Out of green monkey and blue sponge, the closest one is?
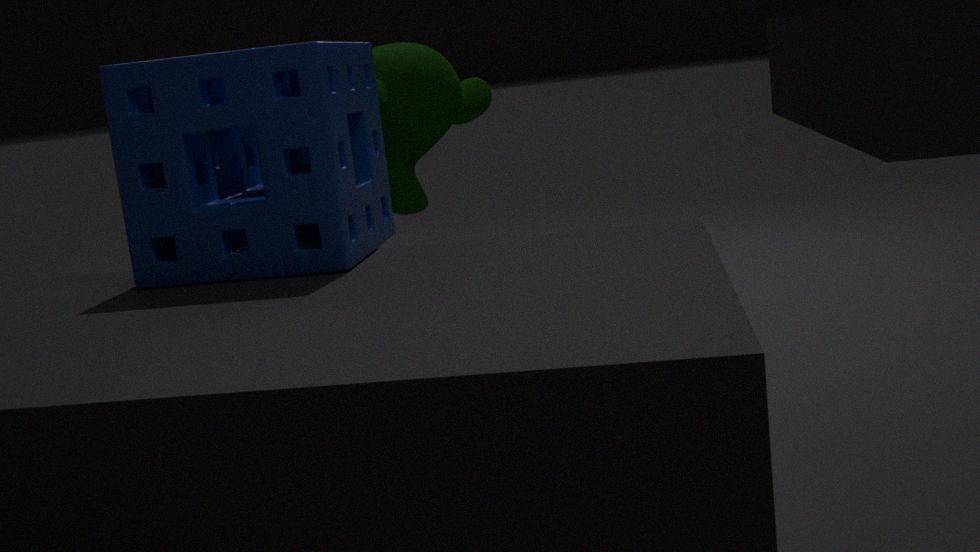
blue sponge
